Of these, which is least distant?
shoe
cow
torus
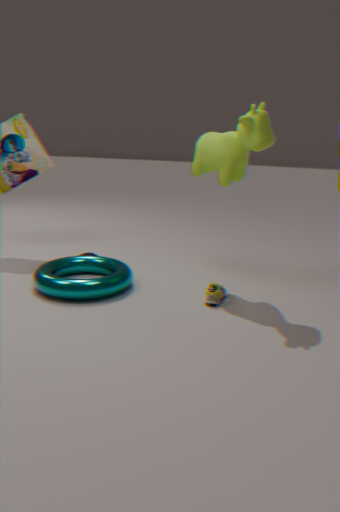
cow
